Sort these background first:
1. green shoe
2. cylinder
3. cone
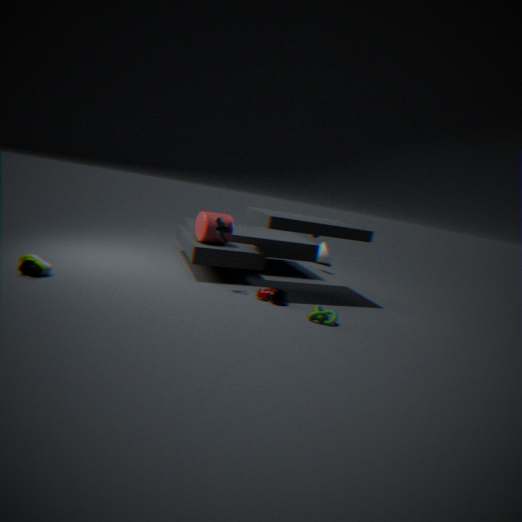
cone
cylinder
green shoe
